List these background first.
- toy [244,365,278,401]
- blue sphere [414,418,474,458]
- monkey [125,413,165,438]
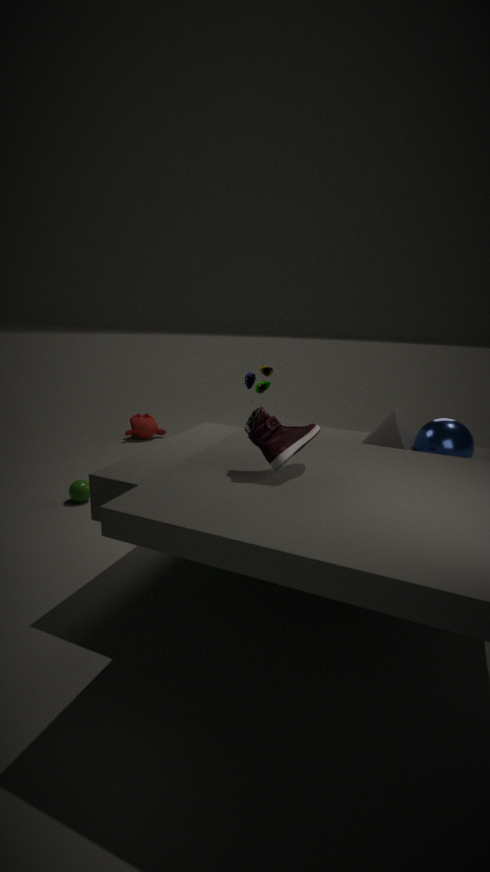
monkey [125,413,165,438] < toy [244,365,278,401] < blue sphere [414,418,474,458]
